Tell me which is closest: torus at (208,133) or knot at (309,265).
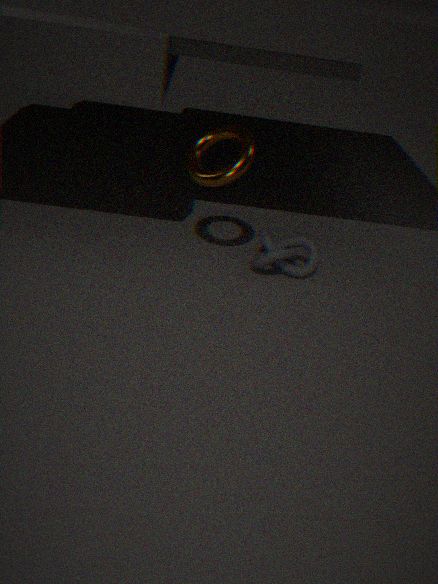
torus at (208,133)
